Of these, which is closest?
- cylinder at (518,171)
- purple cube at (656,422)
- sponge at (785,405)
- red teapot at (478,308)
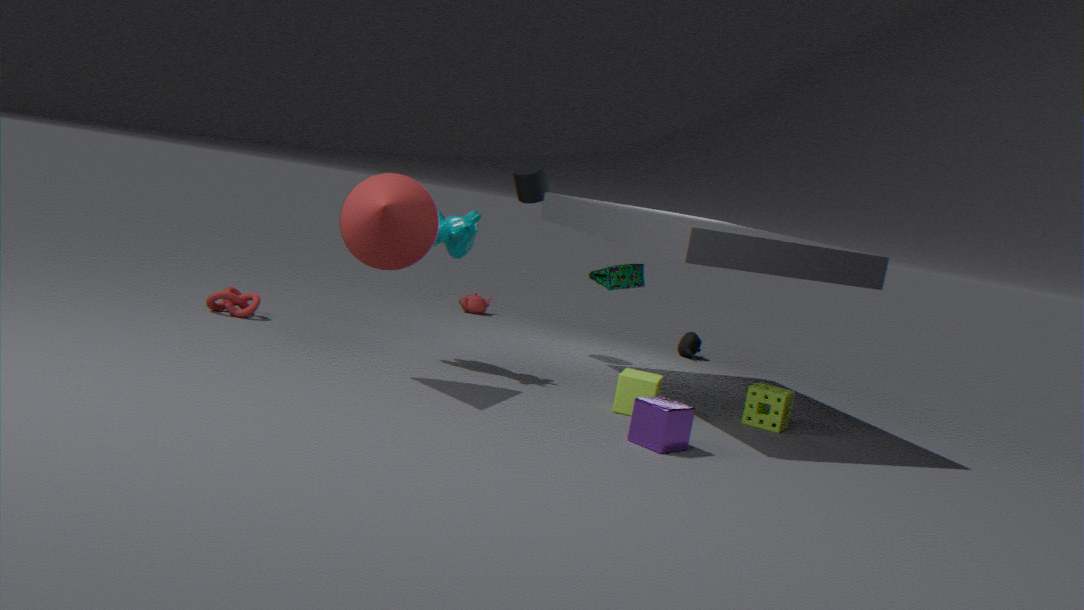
purple cube at (656,422)
